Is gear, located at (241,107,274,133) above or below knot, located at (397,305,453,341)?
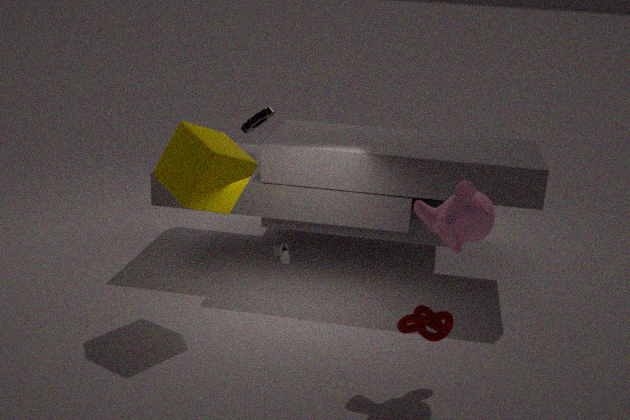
above
